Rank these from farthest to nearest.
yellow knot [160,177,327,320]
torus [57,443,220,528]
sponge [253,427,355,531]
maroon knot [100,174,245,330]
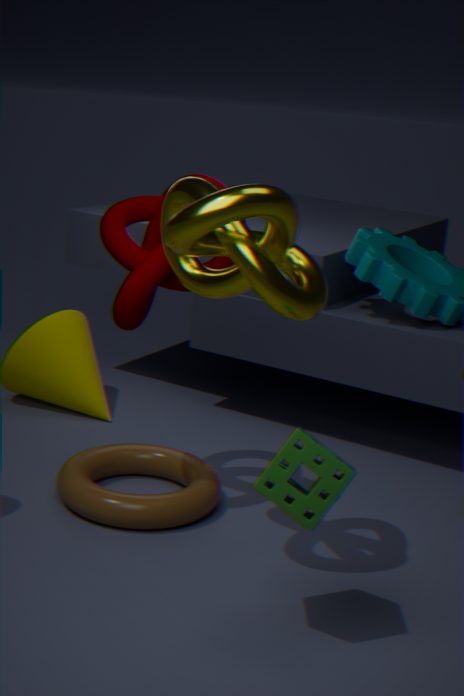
torus [57,443,220,528]
maroon knot [100,174,245,330]
yellow knot [160,177,327,320]
sponge [253,427,355,531]
